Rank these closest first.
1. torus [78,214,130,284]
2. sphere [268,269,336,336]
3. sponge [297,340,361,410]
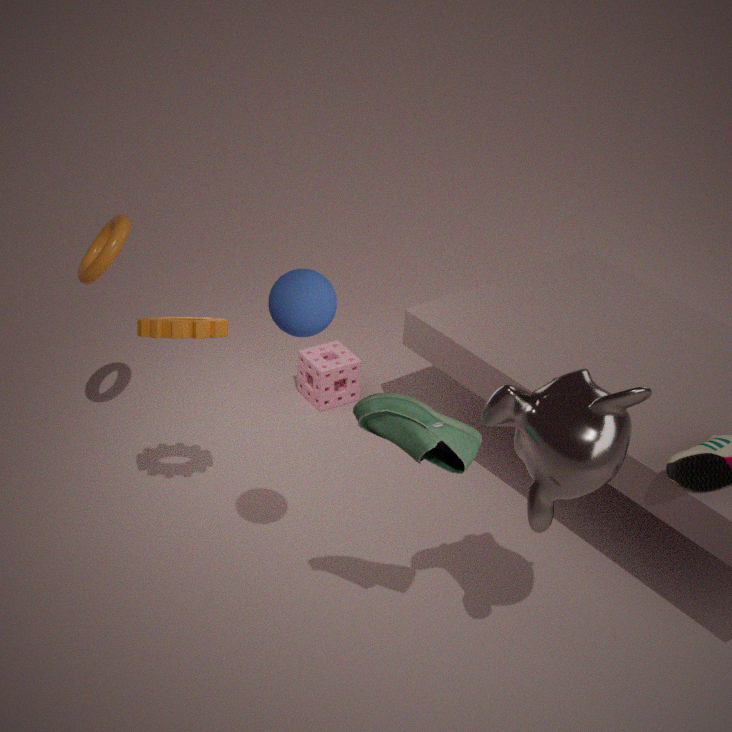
1. sphere [268,269,336,336]
2. torus [78,214,130,284]
3. sponge [297,340,361,410]
